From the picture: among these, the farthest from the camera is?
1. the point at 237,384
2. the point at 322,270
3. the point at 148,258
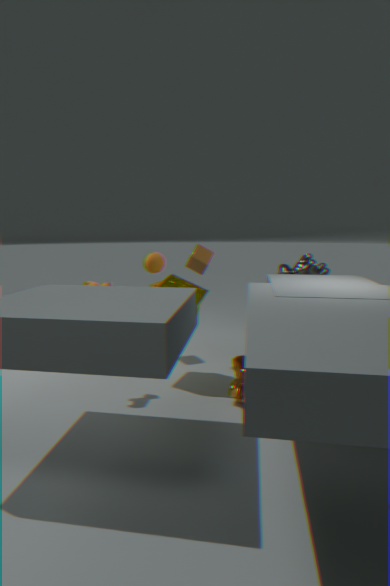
the point at 322,270
